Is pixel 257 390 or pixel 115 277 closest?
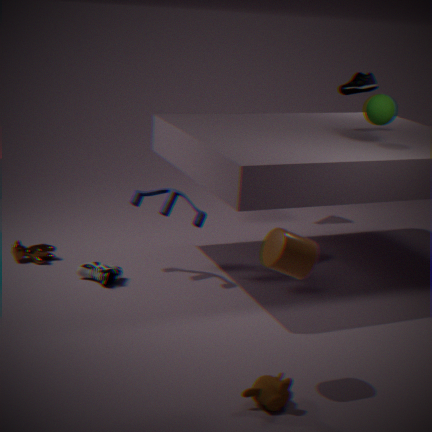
pixel 257 390
